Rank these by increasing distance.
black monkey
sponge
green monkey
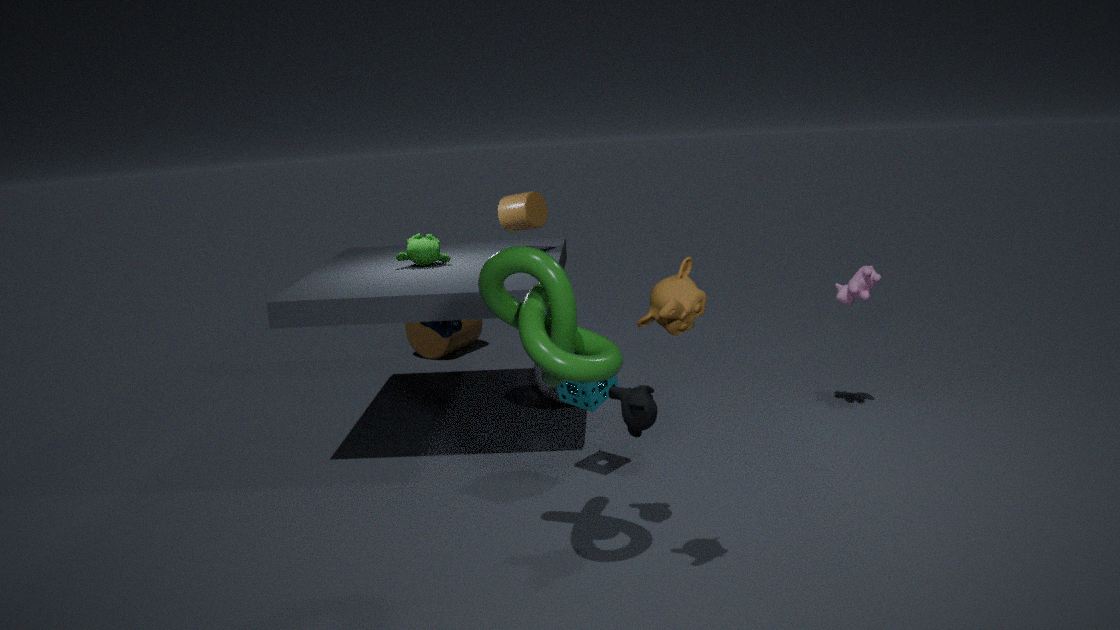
black monkey < sponge < green monkey
